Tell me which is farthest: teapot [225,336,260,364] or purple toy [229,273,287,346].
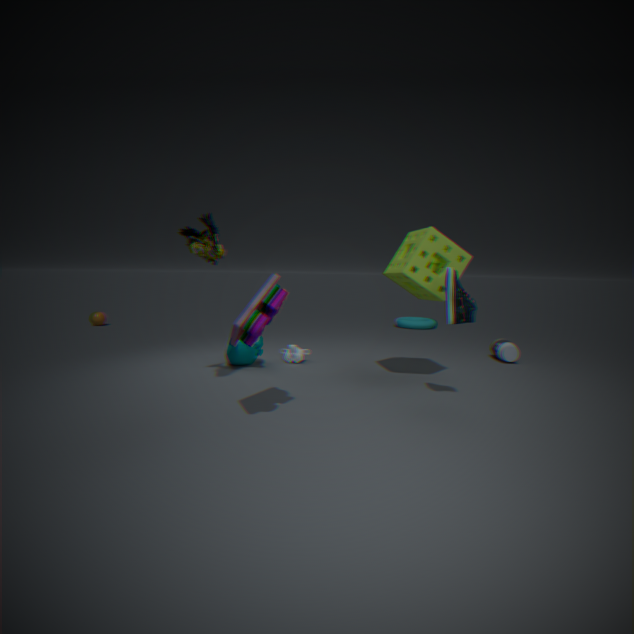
teapot [225,336,260,364]
